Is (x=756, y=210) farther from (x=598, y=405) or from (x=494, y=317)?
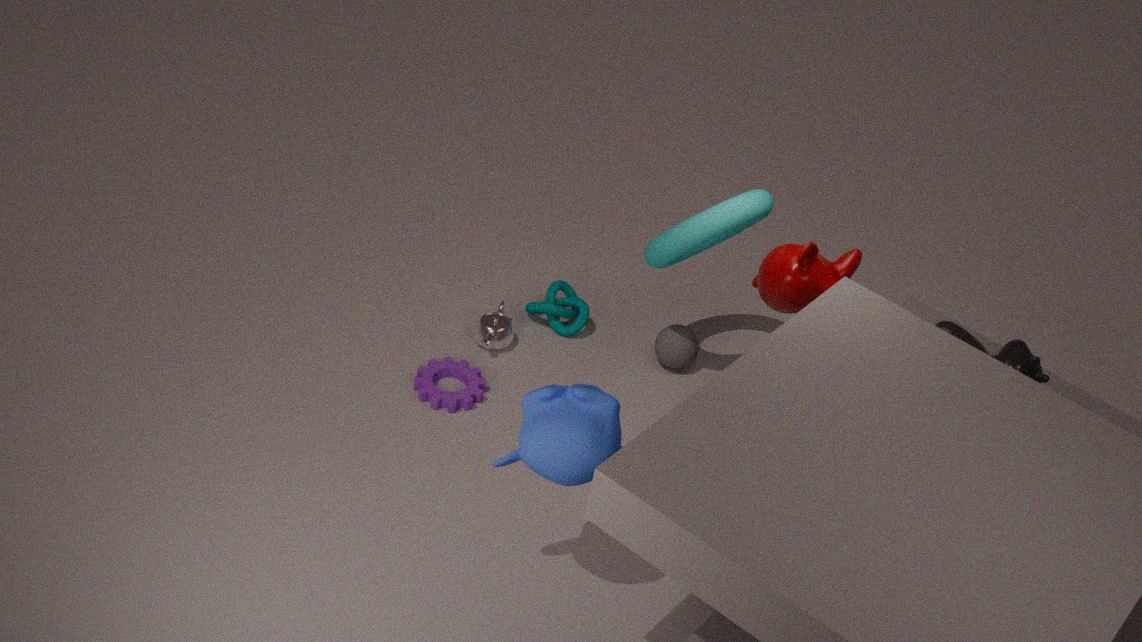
(x=598, y=405)
